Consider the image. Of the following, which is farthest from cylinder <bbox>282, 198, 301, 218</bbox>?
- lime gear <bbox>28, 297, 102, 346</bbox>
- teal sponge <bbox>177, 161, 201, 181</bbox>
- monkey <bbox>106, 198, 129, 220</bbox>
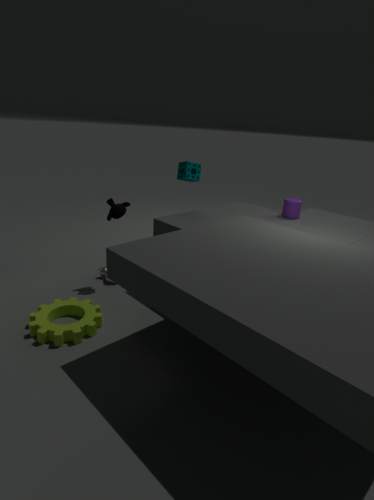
lime gear <bbox>28, 297, 102, 346</bbox>
